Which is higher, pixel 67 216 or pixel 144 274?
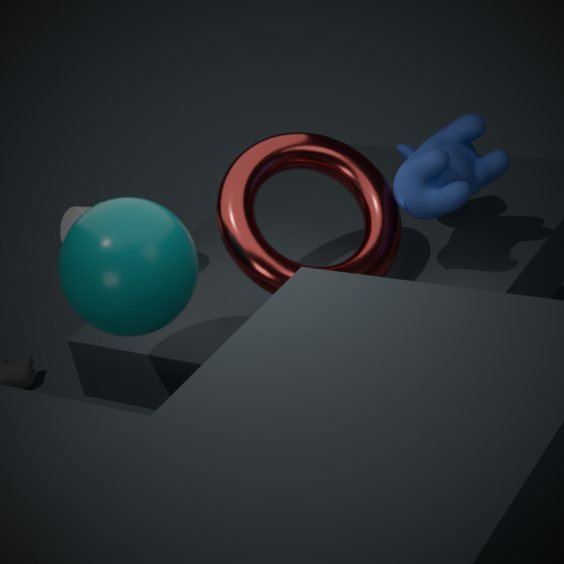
pixel 144 274
